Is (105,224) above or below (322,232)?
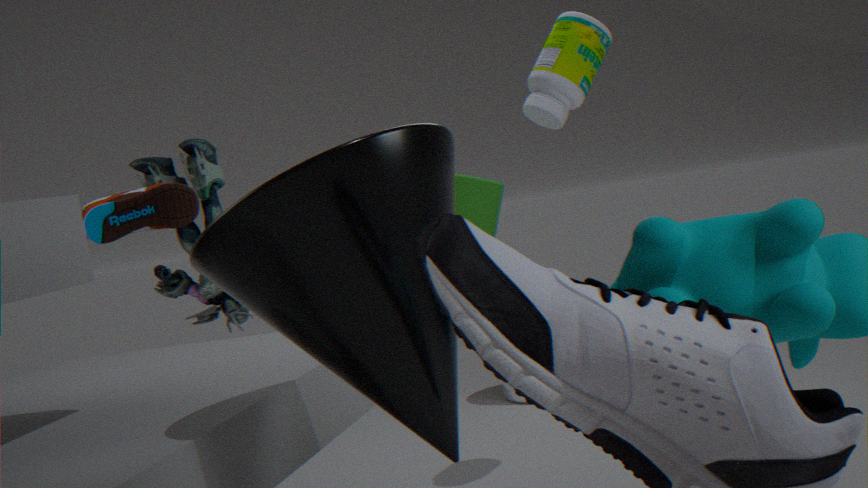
above
